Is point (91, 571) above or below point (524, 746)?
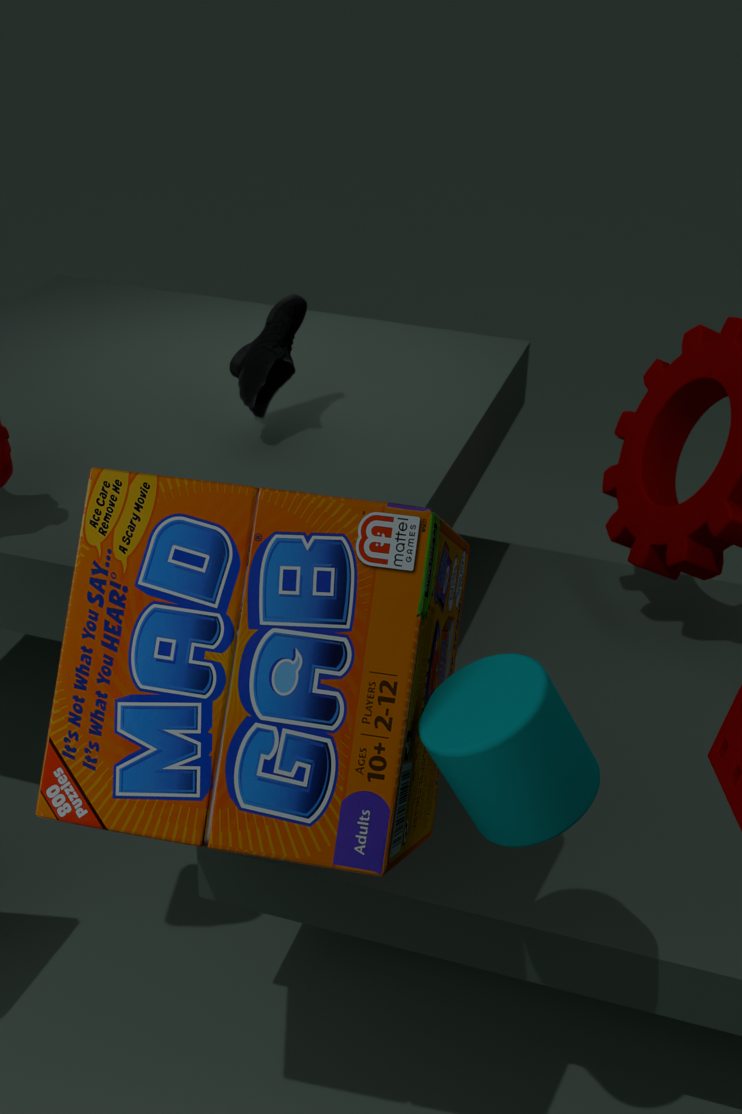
below
